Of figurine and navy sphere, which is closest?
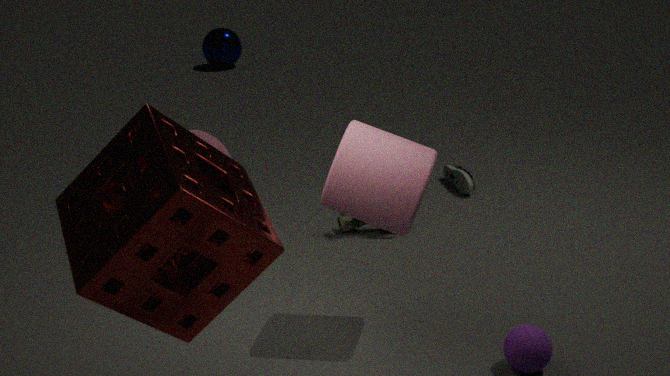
figurine
